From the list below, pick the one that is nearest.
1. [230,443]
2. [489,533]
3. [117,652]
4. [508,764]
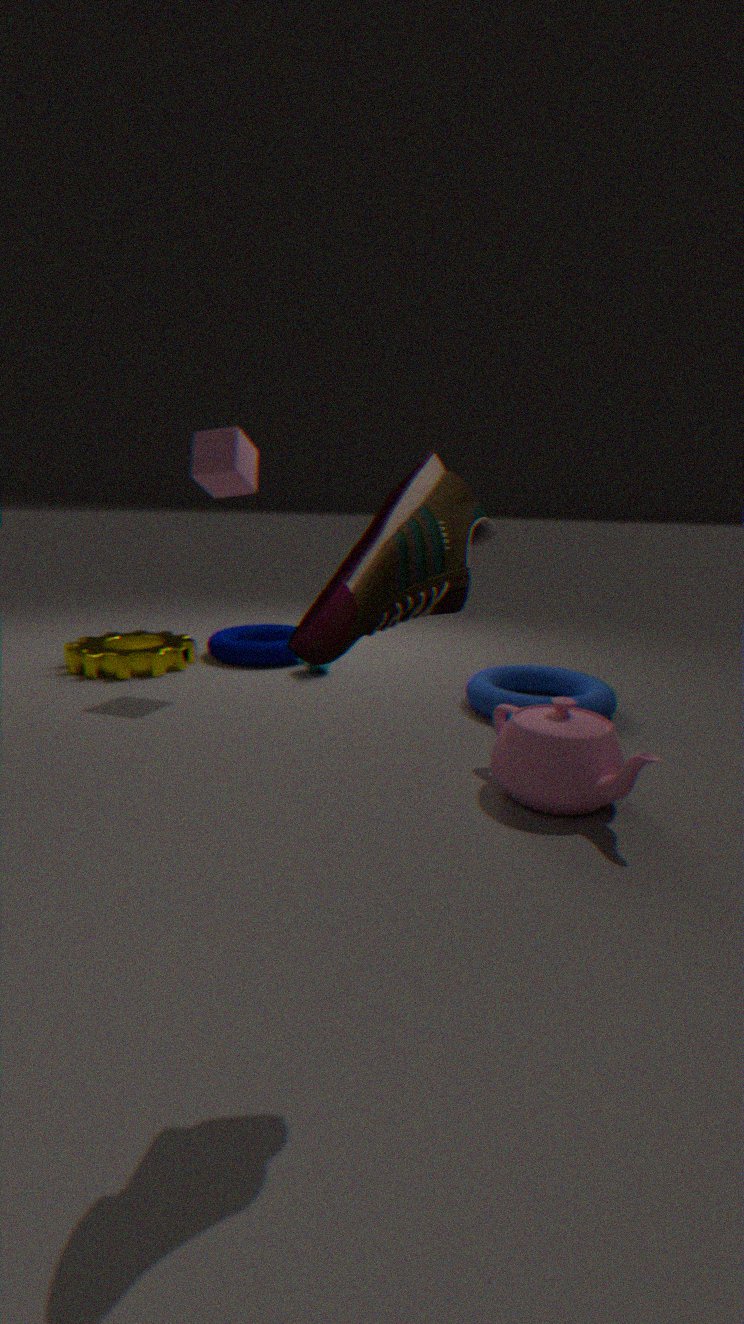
[489,533]
